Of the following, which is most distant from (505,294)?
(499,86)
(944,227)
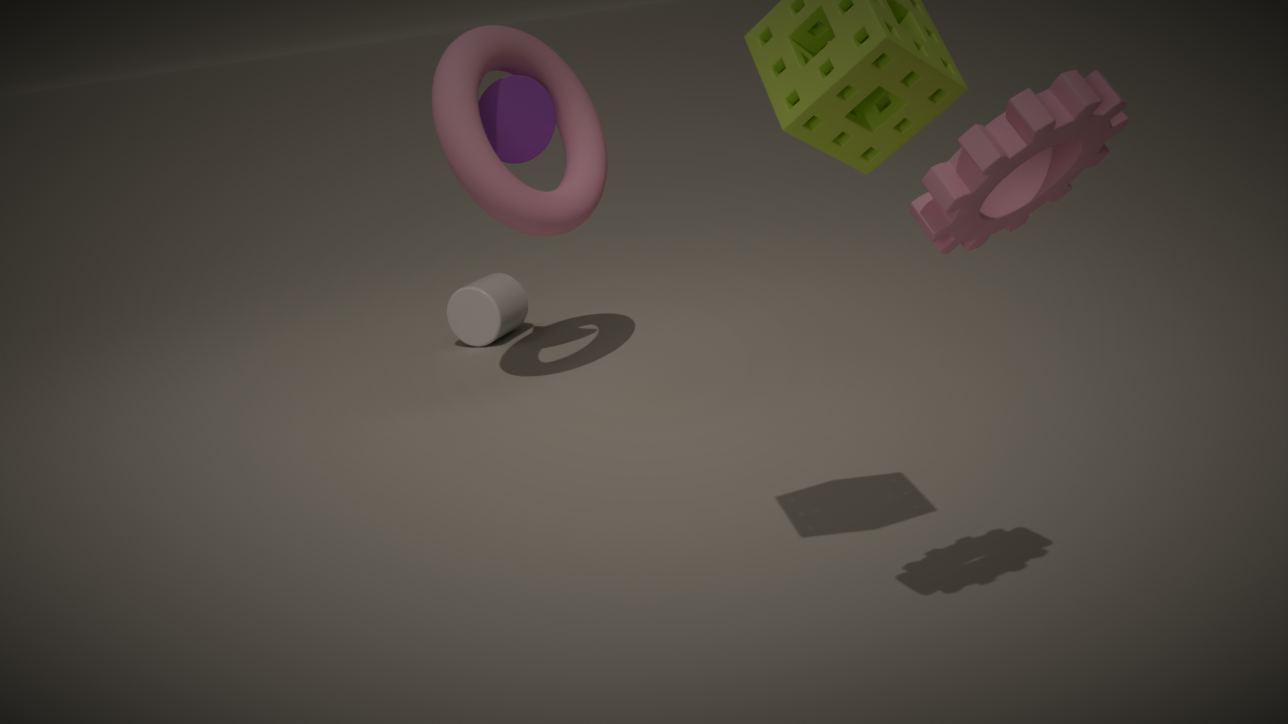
(944,227)
